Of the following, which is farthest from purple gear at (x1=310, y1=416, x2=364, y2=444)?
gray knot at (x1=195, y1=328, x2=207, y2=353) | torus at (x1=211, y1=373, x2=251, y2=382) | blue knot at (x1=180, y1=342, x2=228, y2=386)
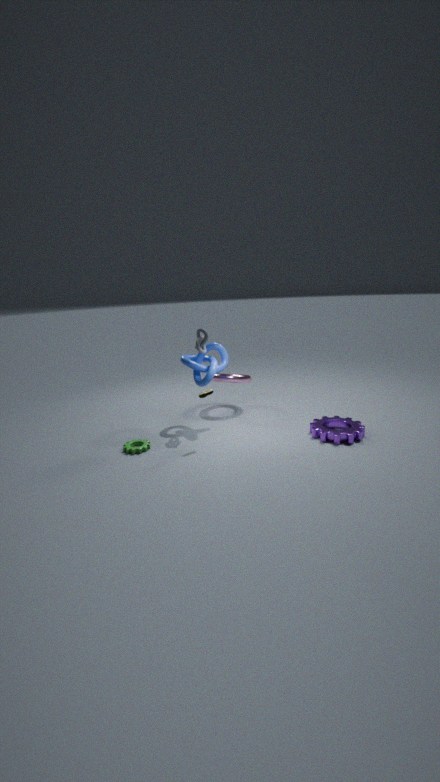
gray knot at (x1=195, y1=328, x2=207, y2=353)
